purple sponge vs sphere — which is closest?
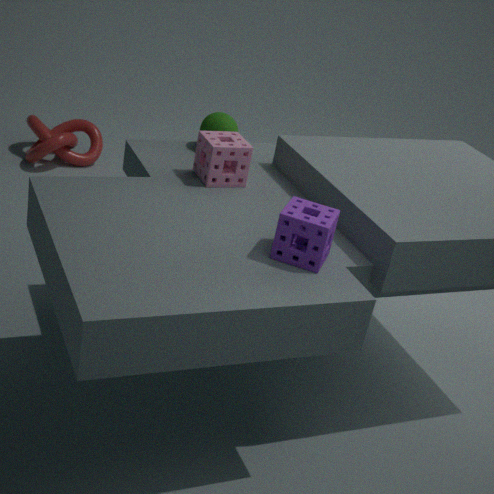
purple sponge
